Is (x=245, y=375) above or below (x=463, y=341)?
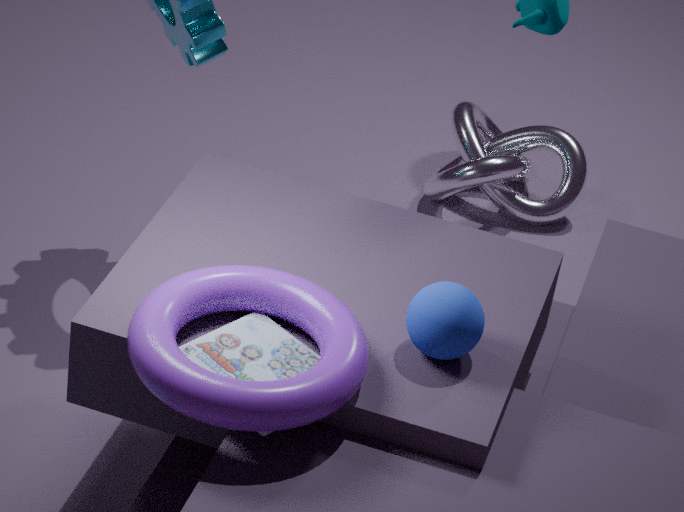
below
